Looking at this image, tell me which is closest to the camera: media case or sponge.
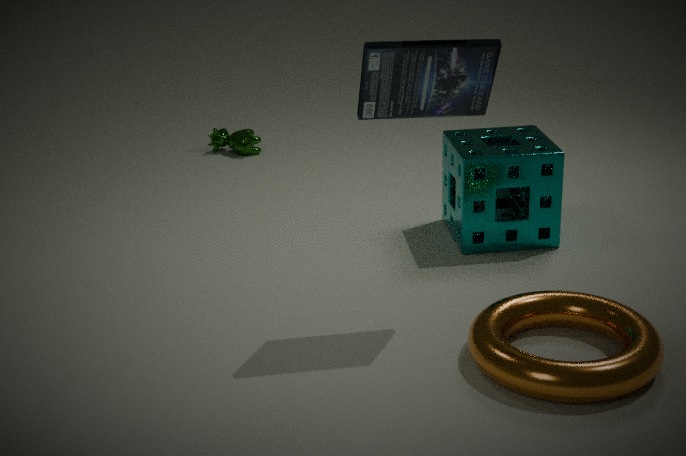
media case
